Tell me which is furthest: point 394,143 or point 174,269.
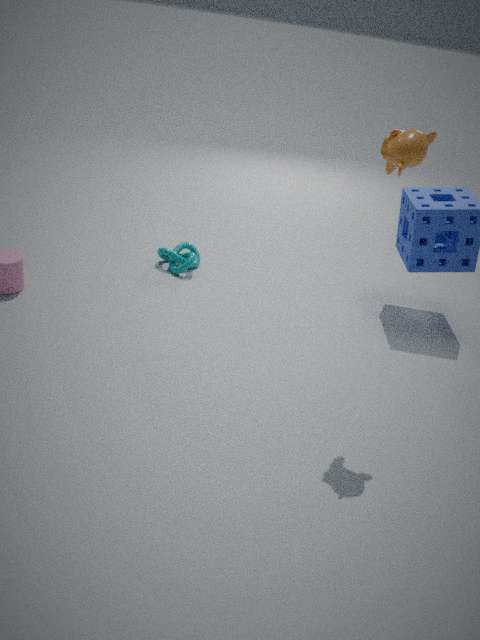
point 174,269
